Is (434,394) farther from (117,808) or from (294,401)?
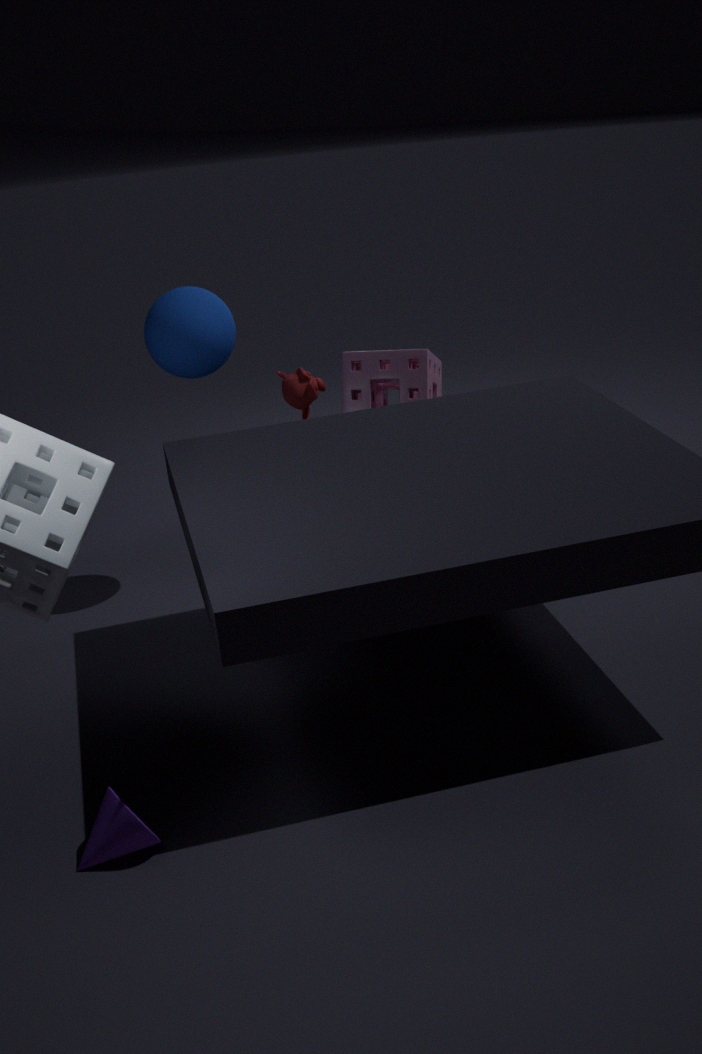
(117,808)
